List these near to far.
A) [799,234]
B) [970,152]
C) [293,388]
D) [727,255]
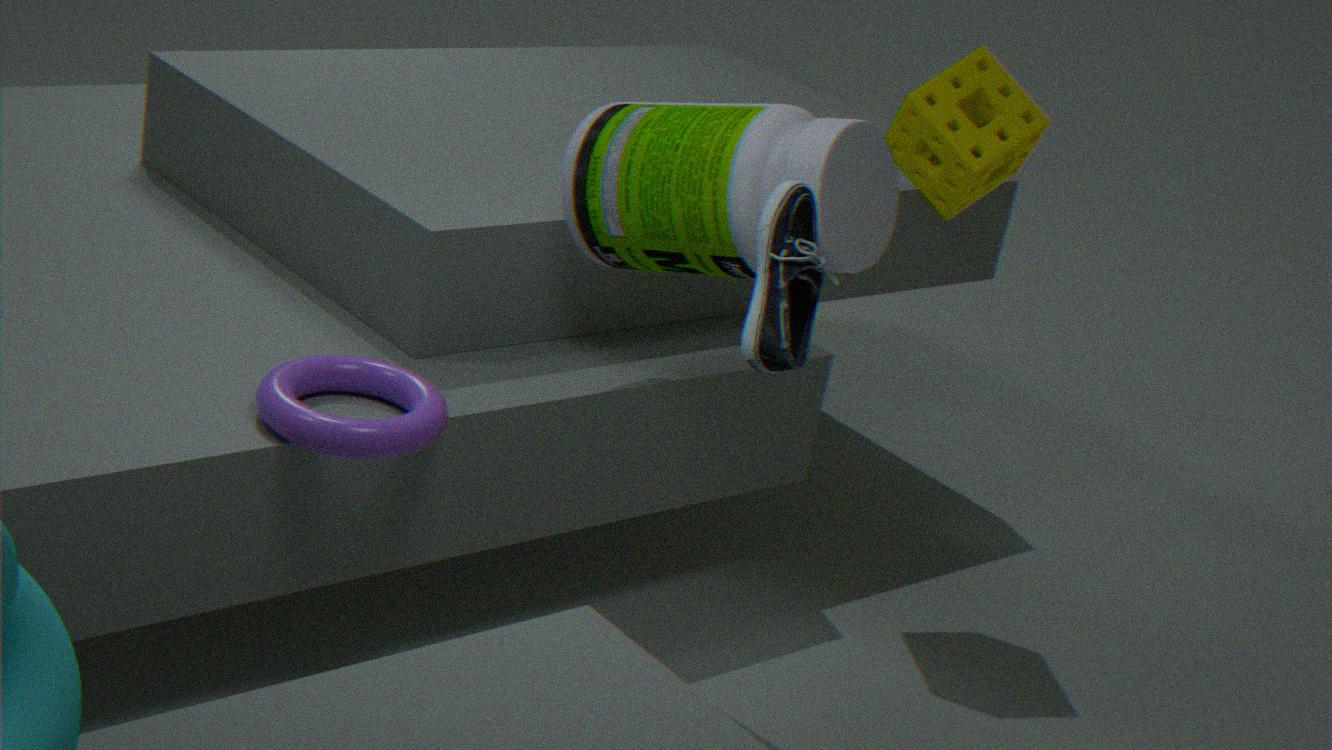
[799,234] < [293,388] < [727,255] < [970,152]
